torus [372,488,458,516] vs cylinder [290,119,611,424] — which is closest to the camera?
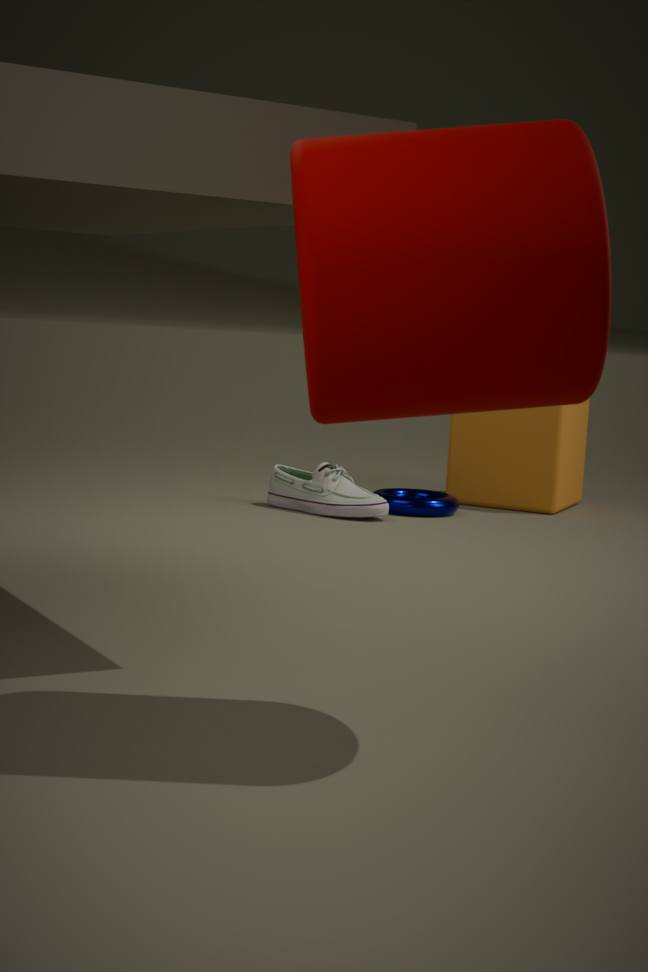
cylinder [290,119,611,424]
